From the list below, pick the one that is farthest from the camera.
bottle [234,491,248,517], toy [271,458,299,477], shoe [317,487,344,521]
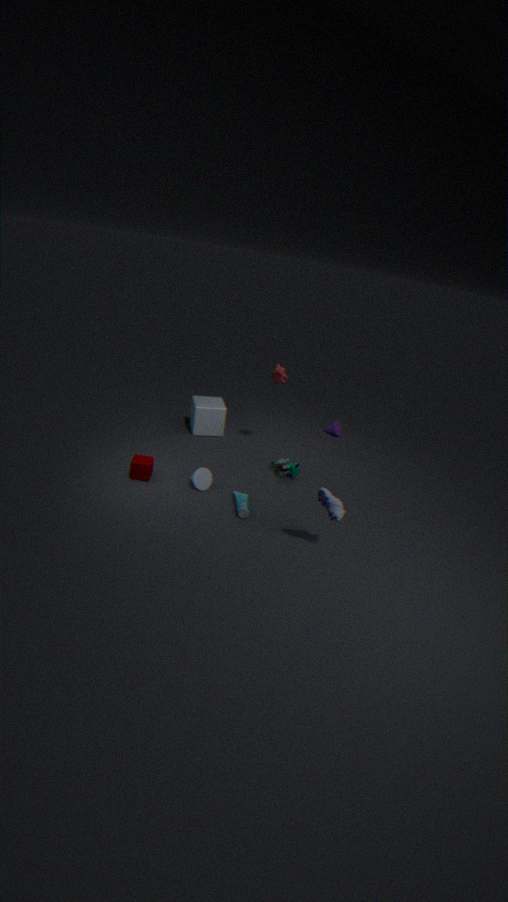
toy [271,458,299,477]
